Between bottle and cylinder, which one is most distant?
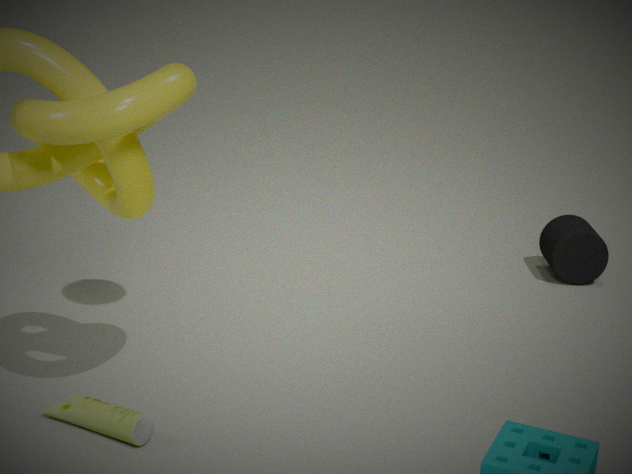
cylinder
